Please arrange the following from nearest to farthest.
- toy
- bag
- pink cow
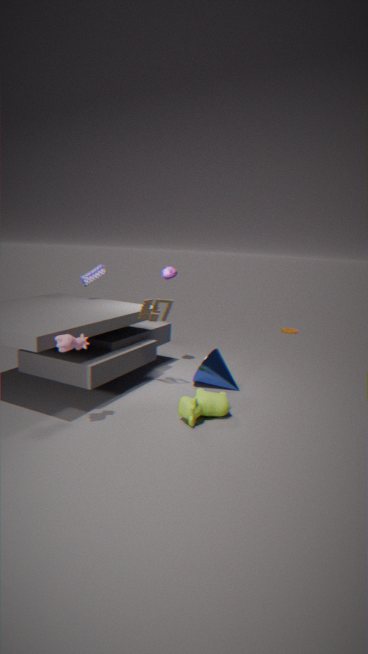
pink cow → toy → bag
